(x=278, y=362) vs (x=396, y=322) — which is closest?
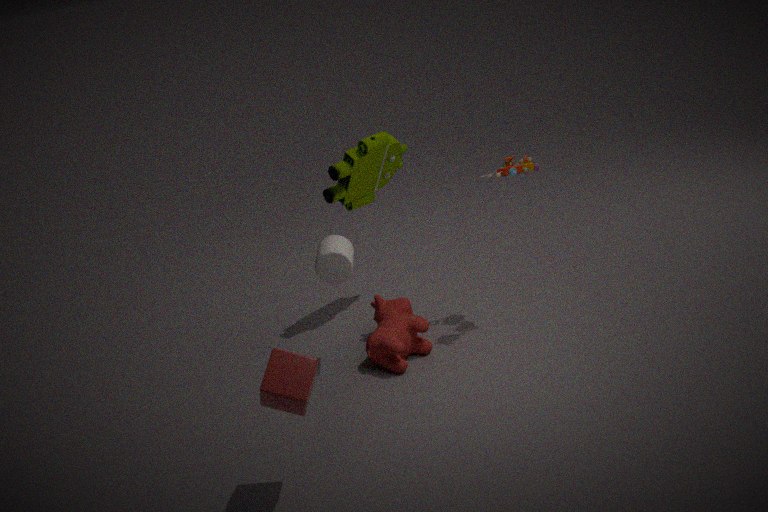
(x=278, y=362)
